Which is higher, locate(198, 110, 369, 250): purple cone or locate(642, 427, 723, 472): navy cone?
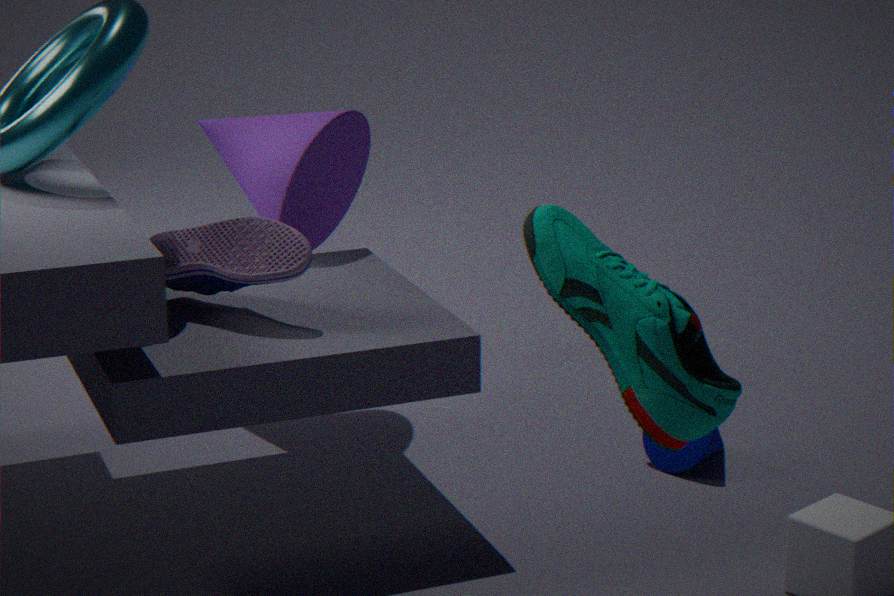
locate(198, 110, 369, 250): purple cone
